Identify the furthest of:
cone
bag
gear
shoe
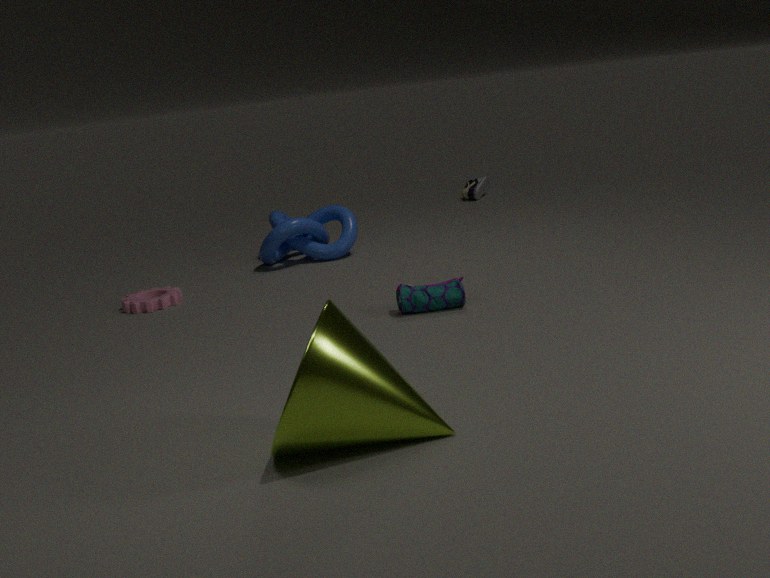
shoe
